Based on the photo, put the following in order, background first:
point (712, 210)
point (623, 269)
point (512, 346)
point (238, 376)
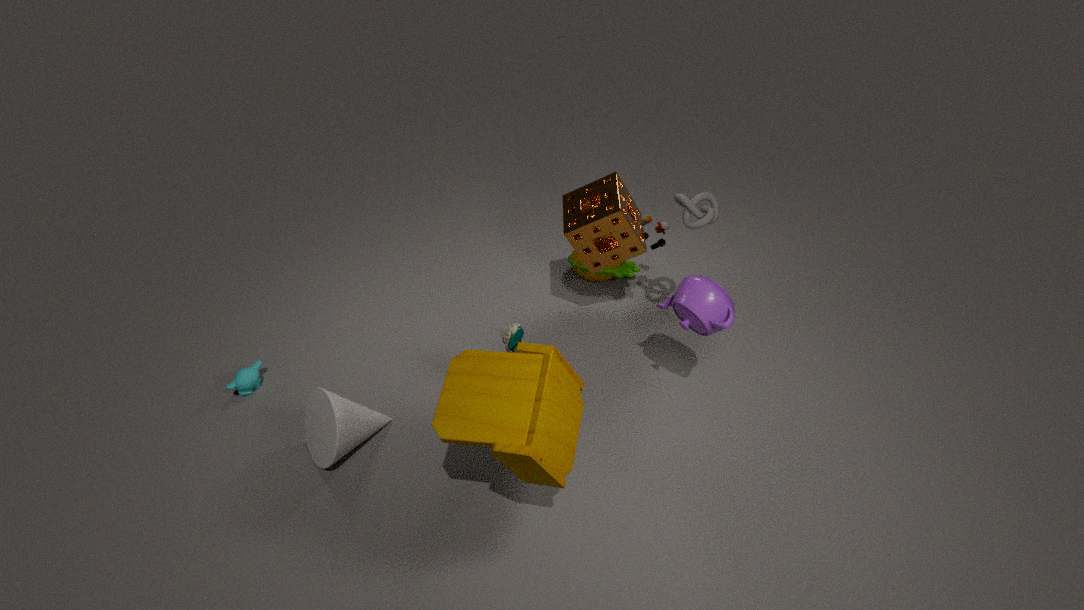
point (623, 269), point (238, 376), point (712, 210), point (512, 346)
